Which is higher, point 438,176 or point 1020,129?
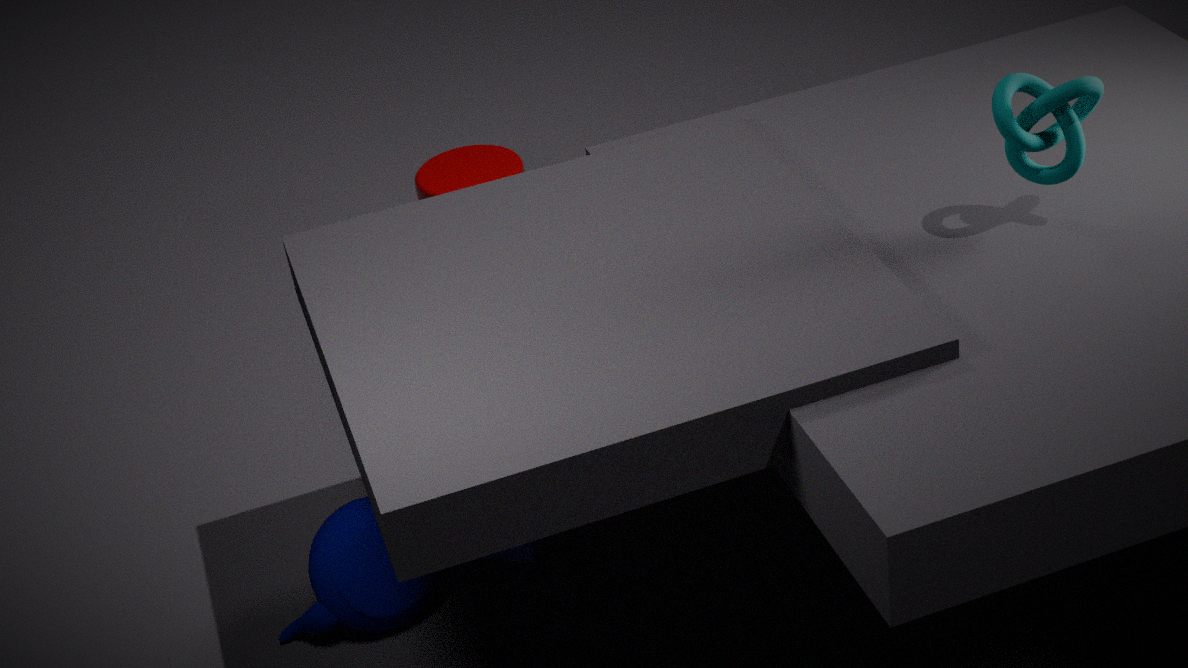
point 1020,129
